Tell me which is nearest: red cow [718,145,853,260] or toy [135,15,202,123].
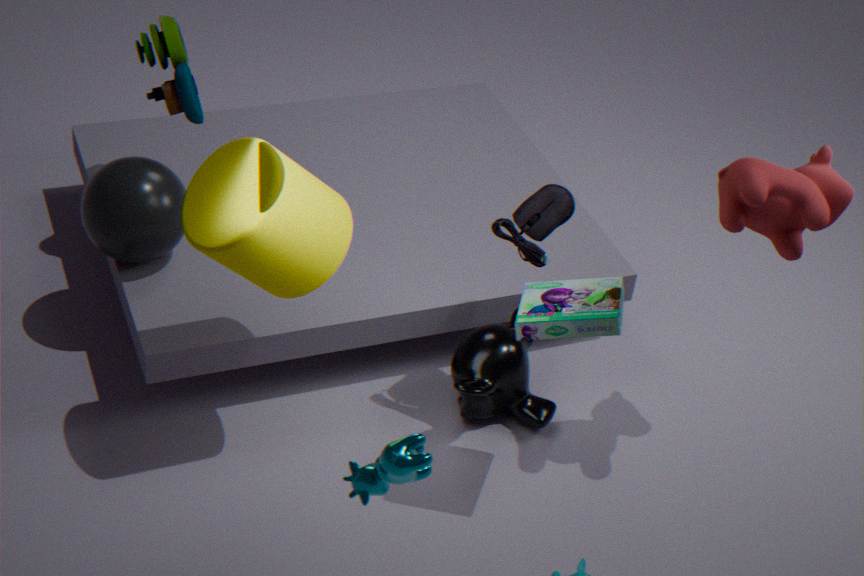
red cow [718,145,853,260]
